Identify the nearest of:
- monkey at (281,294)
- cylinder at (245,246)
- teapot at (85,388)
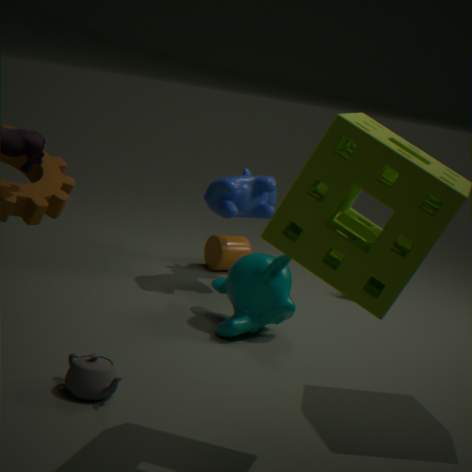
teapot at (85,388)
